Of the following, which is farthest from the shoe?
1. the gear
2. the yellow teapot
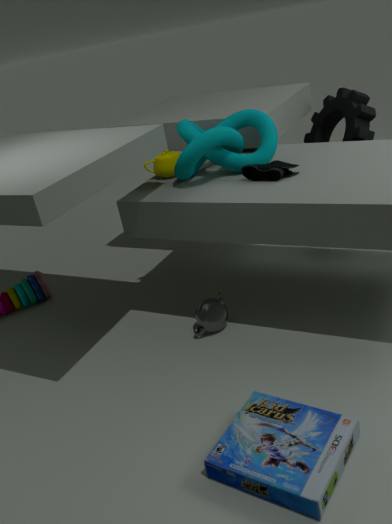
the gear
